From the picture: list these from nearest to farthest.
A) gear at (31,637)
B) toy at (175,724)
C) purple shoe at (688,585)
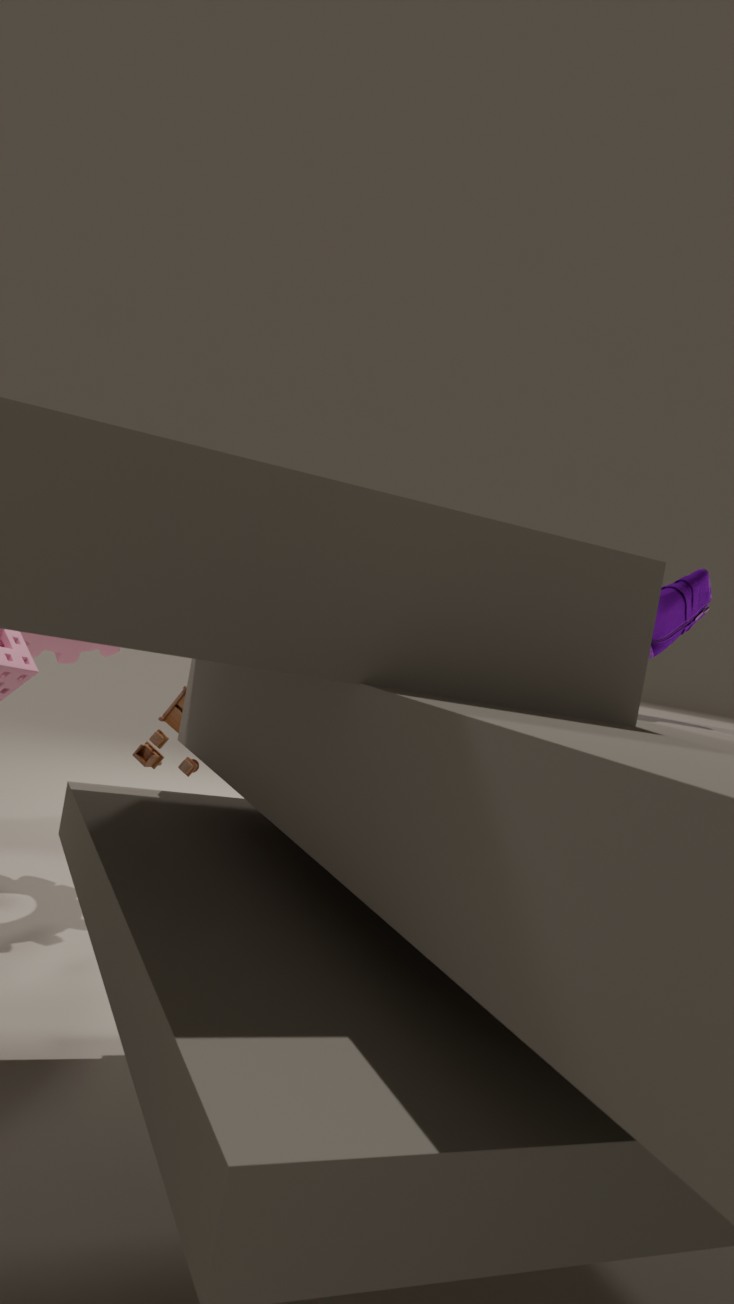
purple shoe at (688,585) < toy at (175,724) < gear at (31,637)
